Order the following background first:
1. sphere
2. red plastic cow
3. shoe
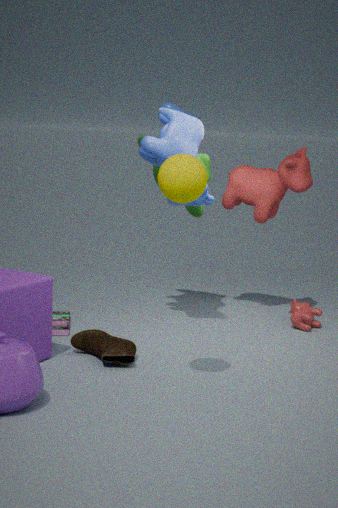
red plastic cow, shoe, sphere
